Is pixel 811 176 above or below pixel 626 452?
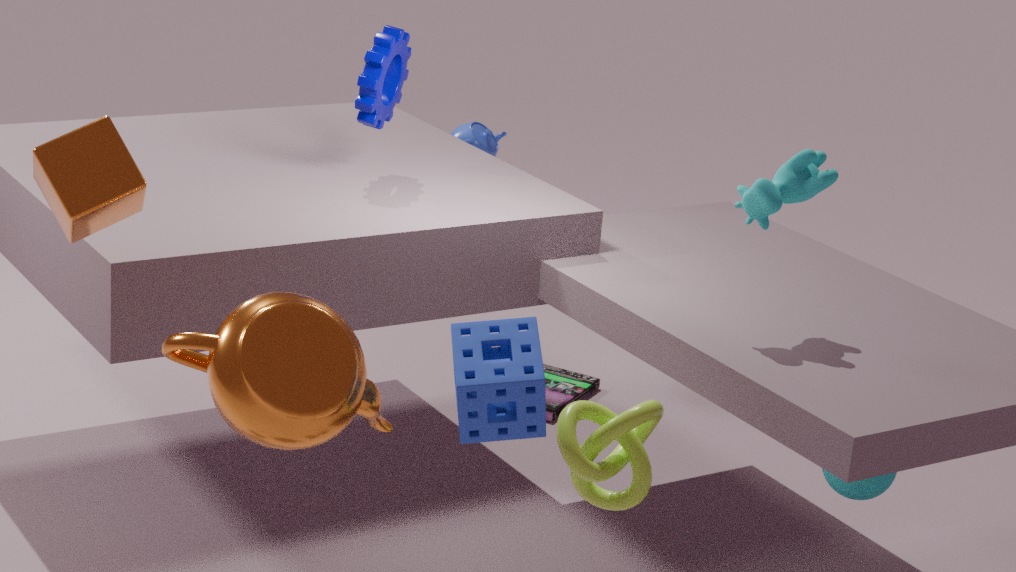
above
